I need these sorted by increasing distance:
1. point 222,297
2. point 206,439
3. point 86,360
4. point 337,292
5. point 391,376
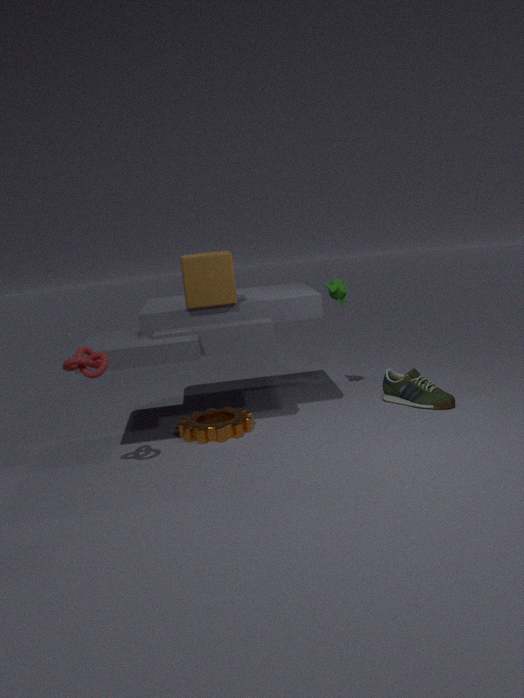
point 86,360, point 206,439, point 222,297, point 391,376, point 337,292
